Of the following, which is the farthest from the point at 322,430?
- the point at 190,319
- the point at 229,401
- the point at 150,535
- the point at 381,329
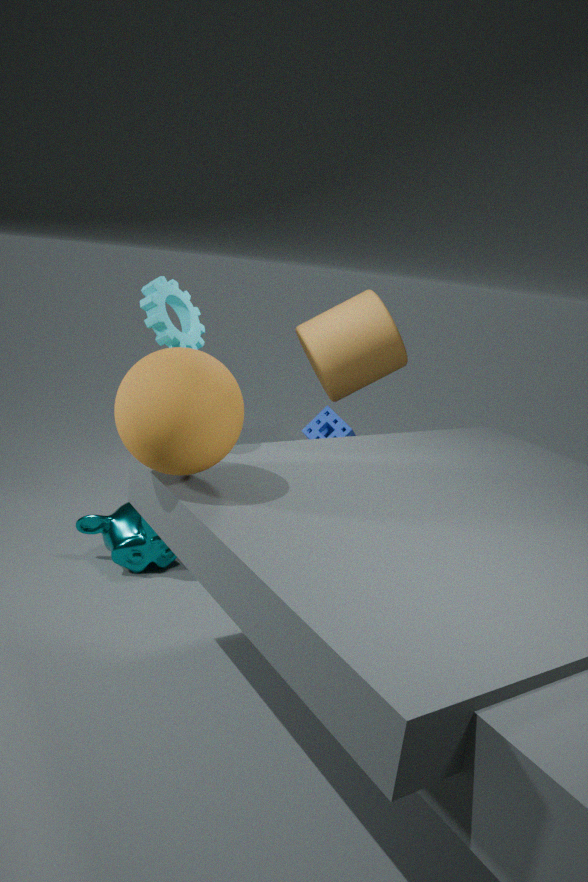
the point at 229,401
